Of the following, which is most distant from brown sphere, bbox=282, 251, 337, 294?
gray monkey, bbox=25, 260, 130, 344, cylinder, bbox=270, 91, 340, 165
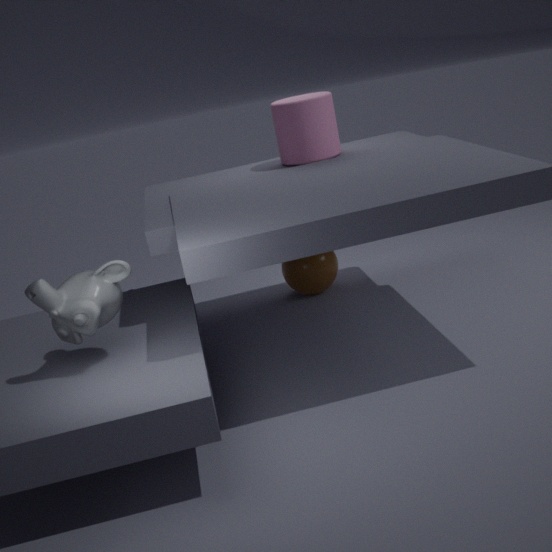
gray monkey, bbox=25, 260, 130, 344
